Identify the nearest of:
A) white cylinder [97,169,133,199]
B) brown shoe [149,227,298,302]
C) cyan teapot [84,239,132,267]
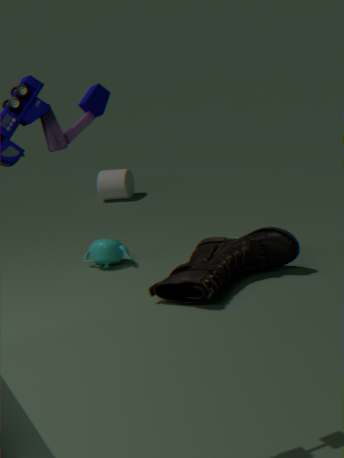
brown shoe [149,227,298,302]
